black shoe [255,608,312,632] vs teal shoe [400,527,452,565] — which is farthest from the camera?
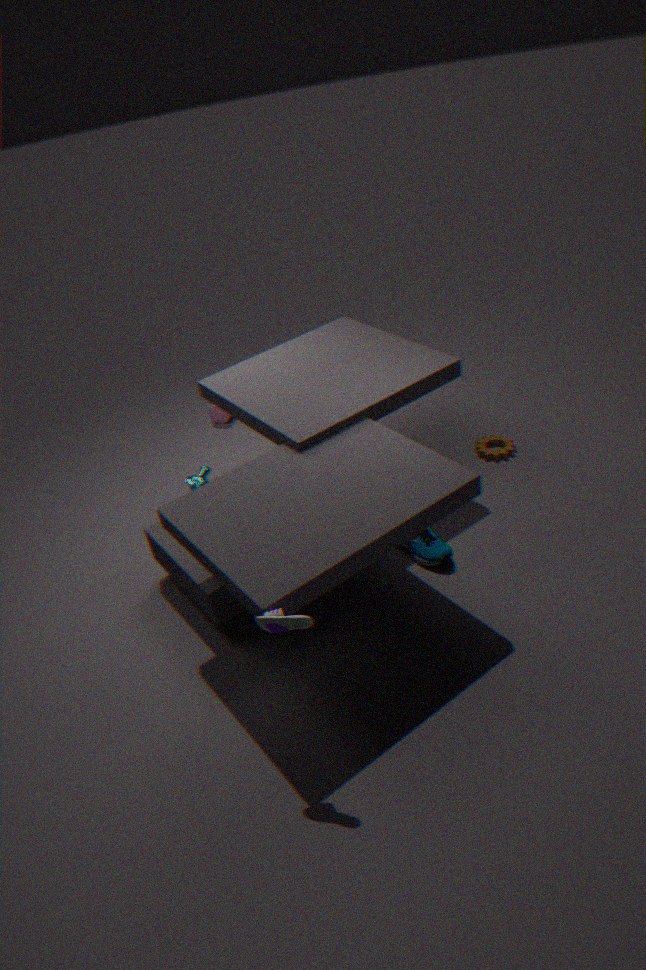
teal shoe [400,527,452,565]
